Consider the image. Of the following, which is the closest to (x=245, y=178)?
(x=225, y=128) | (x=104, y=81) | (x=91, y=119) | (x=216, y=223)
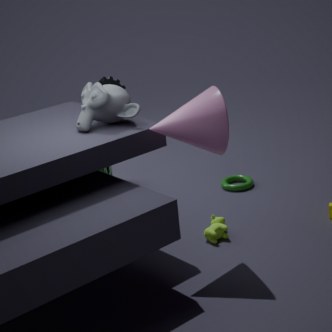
(x=216, y=223)
